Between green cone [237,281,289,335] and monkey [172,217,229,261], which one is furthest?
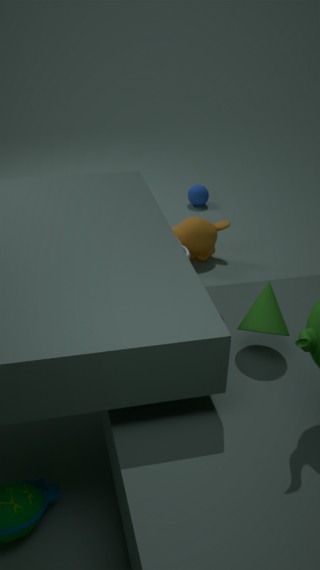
monkey [172,217,229,261]
